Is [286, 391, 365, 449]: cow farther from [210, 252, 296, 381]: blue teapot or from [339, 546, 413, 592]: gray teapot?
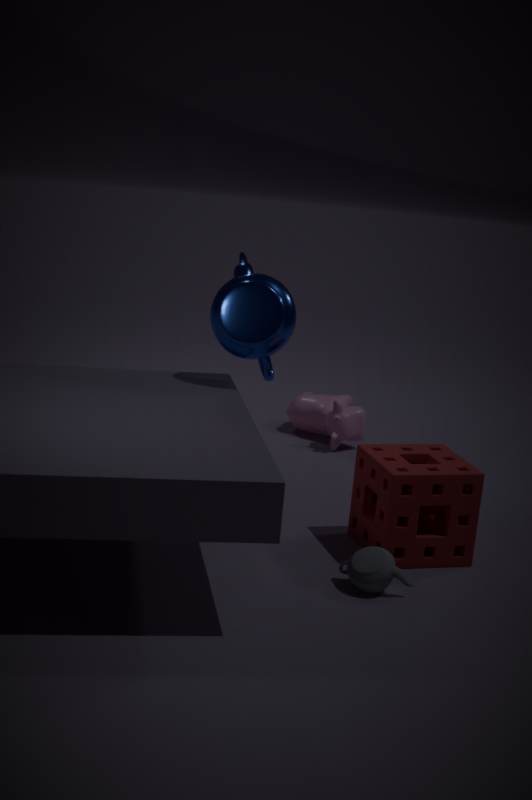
[339, 546, 413, 592]: gray teapot
